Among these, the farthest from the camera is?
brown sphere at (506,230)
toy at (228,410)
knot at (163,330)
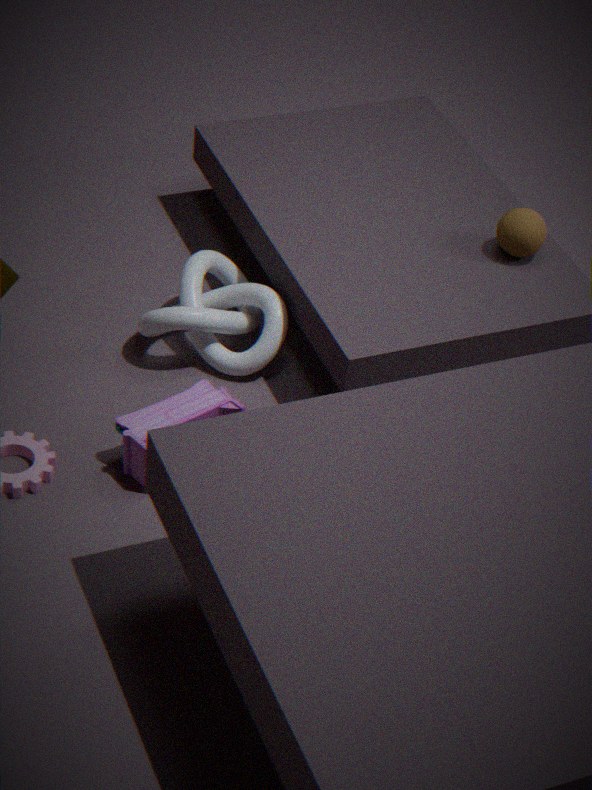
brown sphere at (506,230)
